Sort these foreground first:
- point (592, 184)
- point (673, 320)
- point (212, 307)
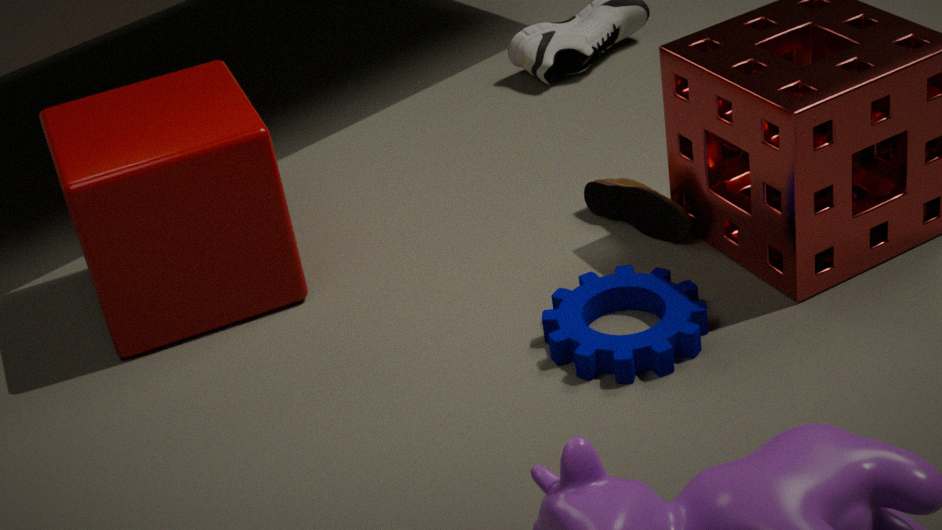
point (673, 320), point (212, 307), point (592, 184)
